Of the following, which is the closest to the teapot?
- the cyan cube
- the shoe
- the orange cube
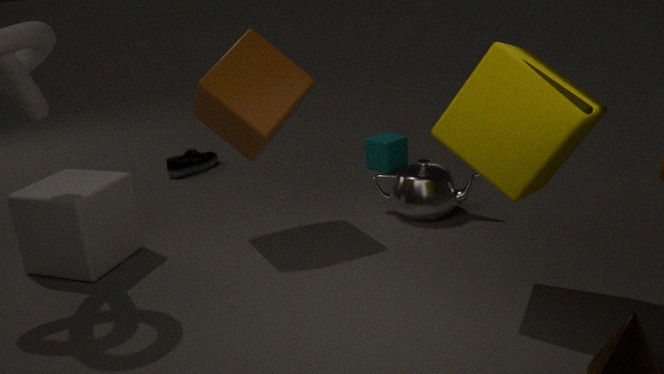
the cyan cube
